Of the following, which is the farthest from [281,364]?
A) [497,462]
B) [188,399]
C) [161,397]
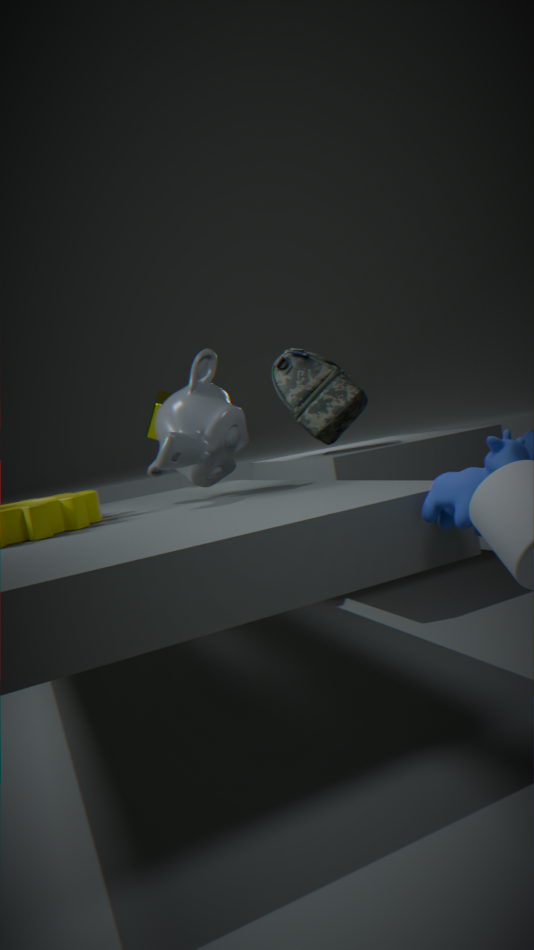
[497,462]
